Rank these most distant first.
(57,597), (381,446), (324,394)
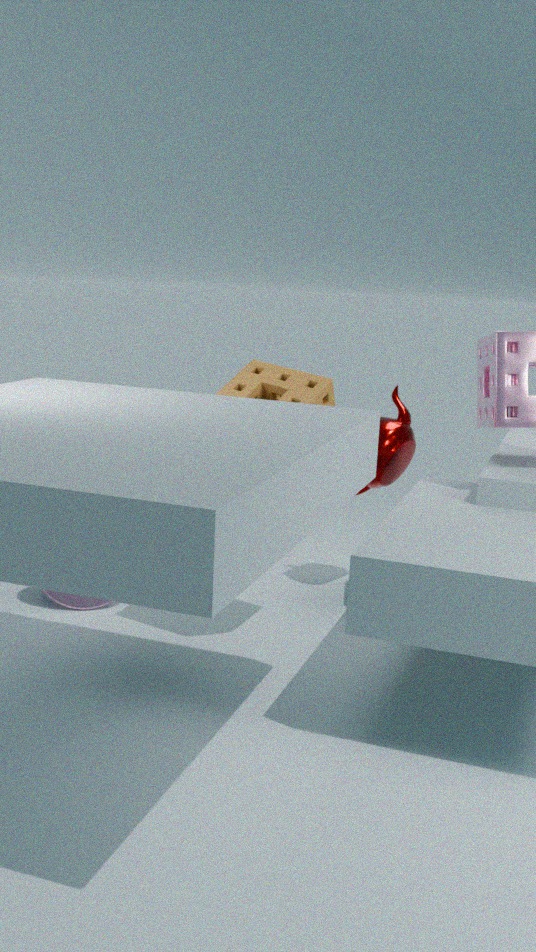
(381,446)
(57,597)
(324,394)
